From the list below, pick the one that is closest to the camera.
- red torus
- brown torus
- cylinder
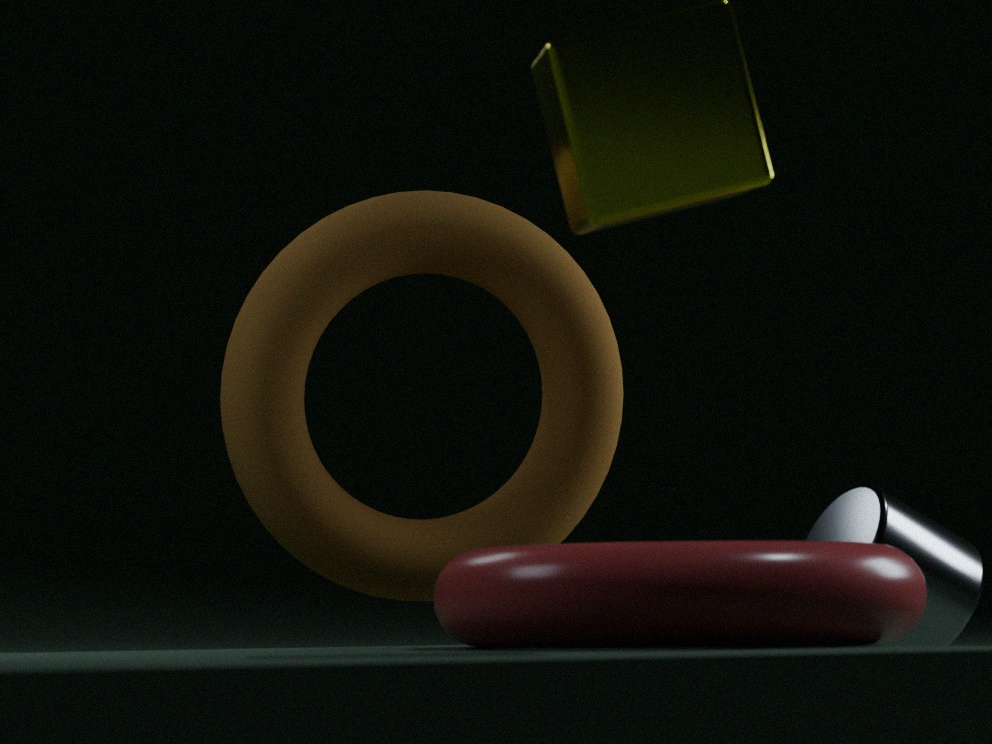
red torus
